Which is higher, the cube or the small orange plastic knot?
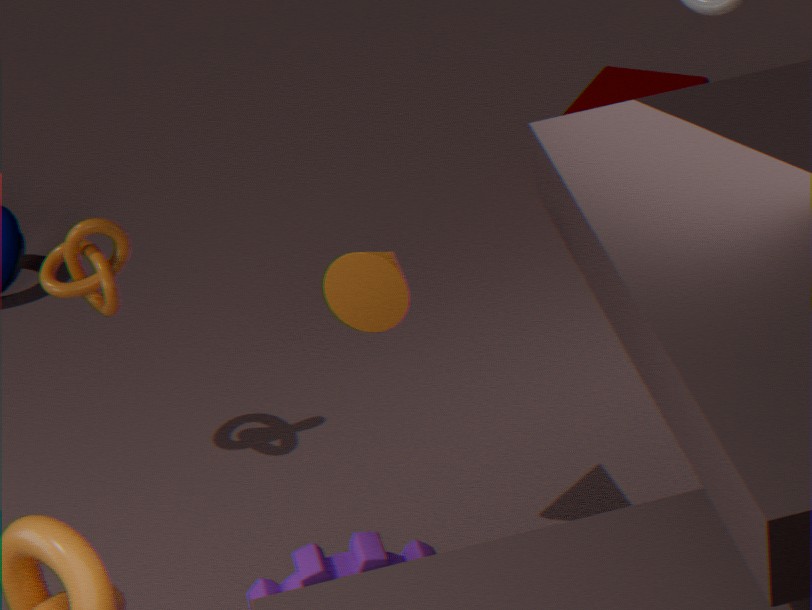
the small orange plastic knot
